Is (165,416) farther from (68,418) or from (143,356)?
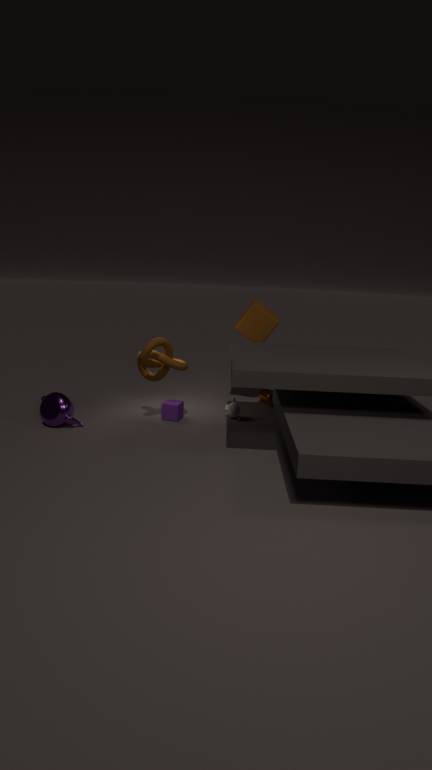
(68,418)
